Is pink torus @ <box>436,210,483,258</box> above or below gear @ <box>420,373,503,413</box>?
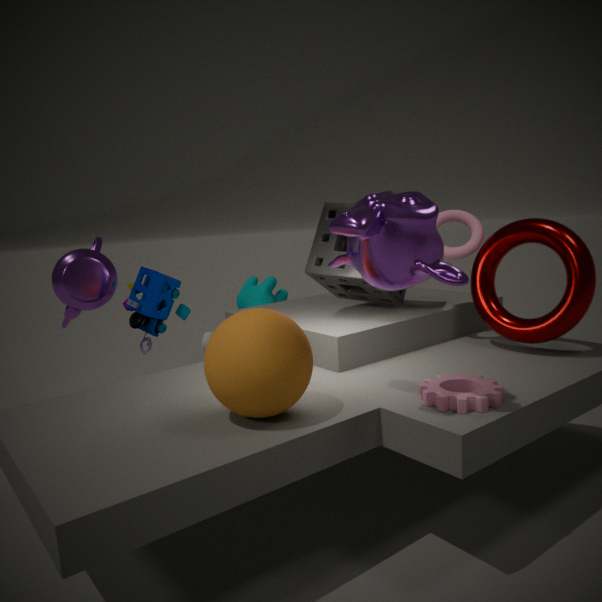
above
